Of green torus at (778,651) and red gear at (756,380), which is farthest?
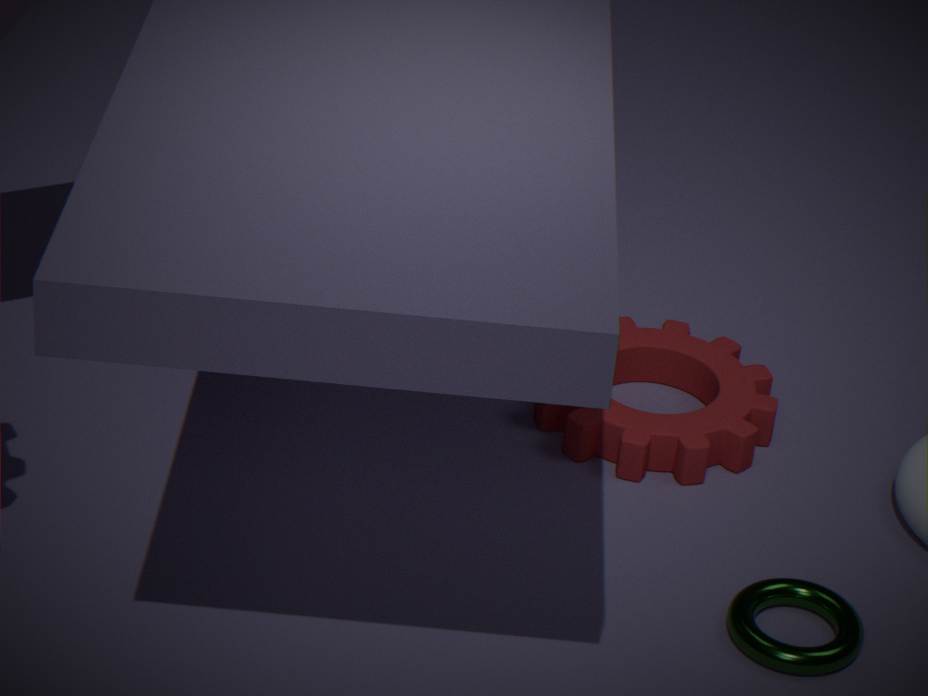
red gear at (756,380)
